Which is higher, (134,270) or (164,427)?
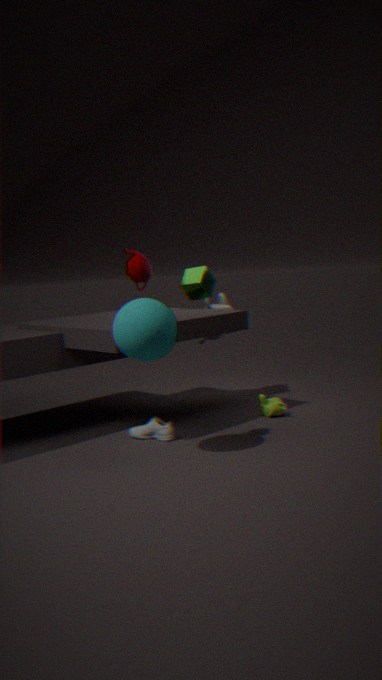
(134,270)
